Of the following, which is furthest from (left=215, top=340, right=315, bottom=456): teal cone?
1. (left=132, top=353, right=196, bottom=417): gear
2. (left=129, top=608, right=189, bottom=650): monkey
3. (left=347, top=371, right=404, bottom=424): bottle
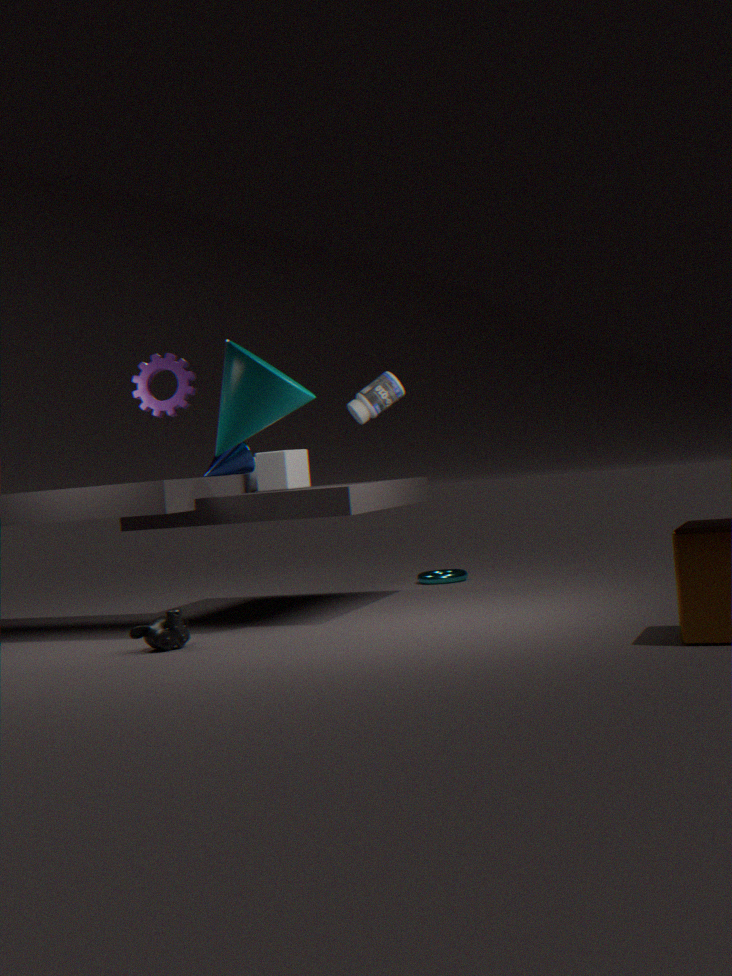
A: (left=129, top=608, right=189, bottom=650): monkey
